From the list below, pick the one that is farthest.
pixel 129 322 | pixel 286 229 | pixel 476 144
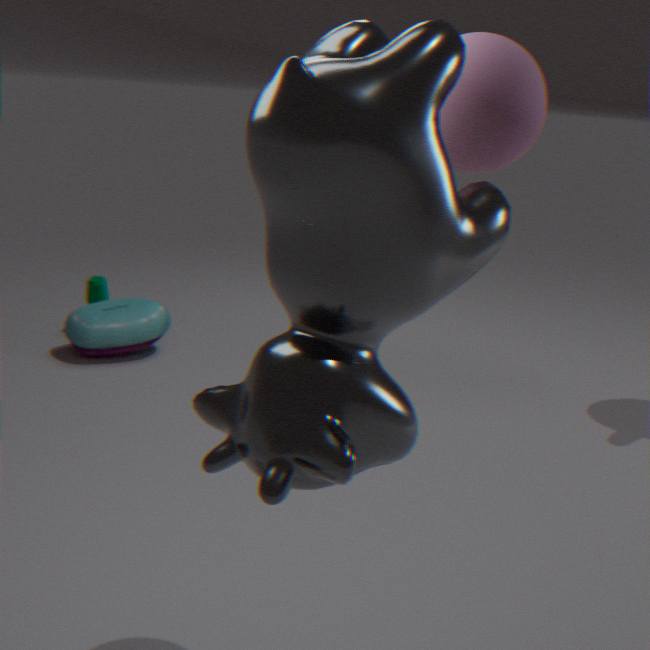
pixel 129 322
